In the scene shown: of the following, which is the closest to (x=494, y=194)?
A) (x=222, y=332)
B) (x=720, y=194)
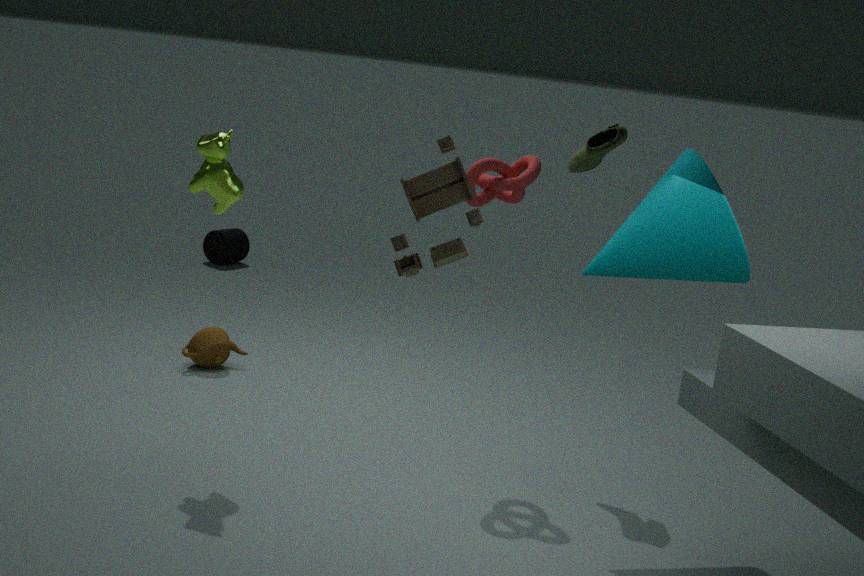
(x=720, y=194)
